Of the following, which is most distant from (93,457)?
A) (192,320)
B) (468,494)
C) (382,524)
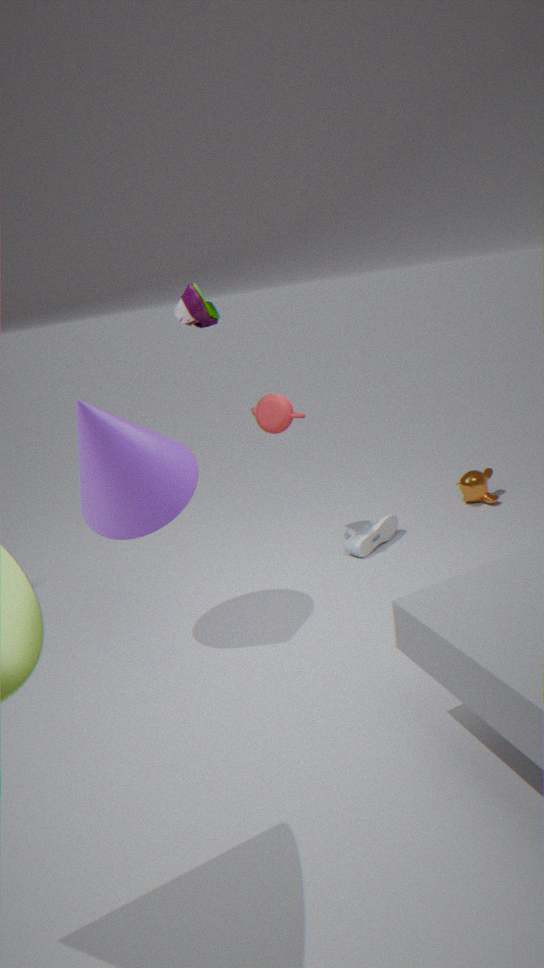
(468,494)
